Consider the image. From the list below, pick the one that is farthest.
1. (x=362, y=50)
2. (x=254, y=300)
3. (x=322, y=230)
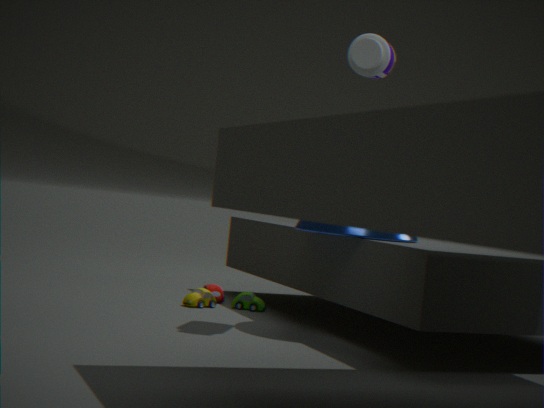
(x=254, y=300)
